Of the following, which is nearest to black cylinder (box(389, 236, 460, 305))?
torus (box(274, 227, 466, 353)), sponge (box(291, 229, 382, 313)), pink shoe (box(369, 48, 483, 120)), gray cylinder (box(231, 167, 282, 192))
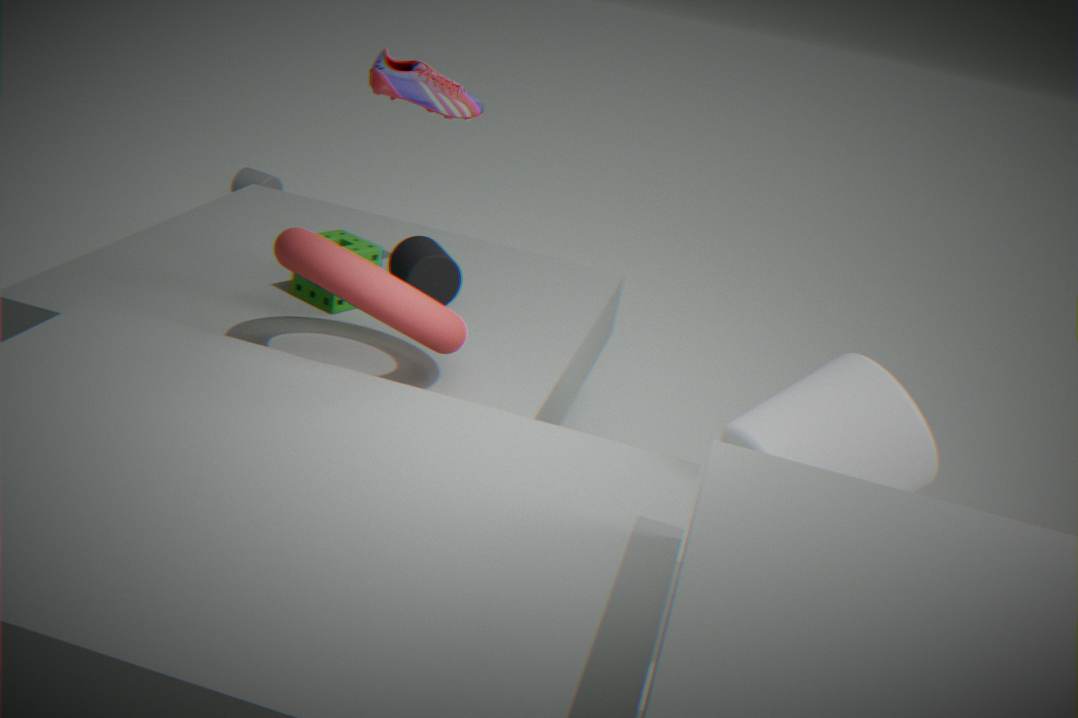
sponge (box(291, 229, 382, 313))
